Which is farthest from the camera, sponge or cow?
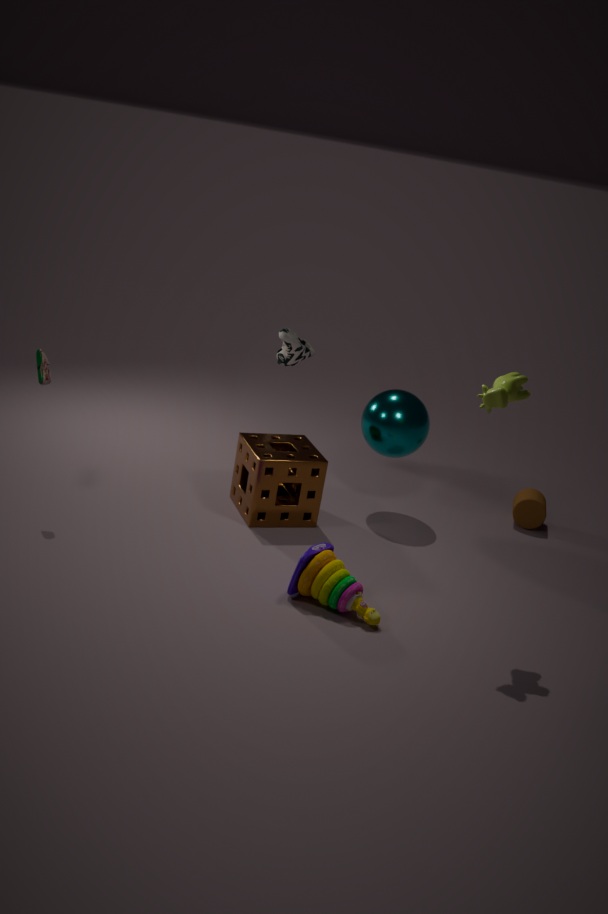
sponge
